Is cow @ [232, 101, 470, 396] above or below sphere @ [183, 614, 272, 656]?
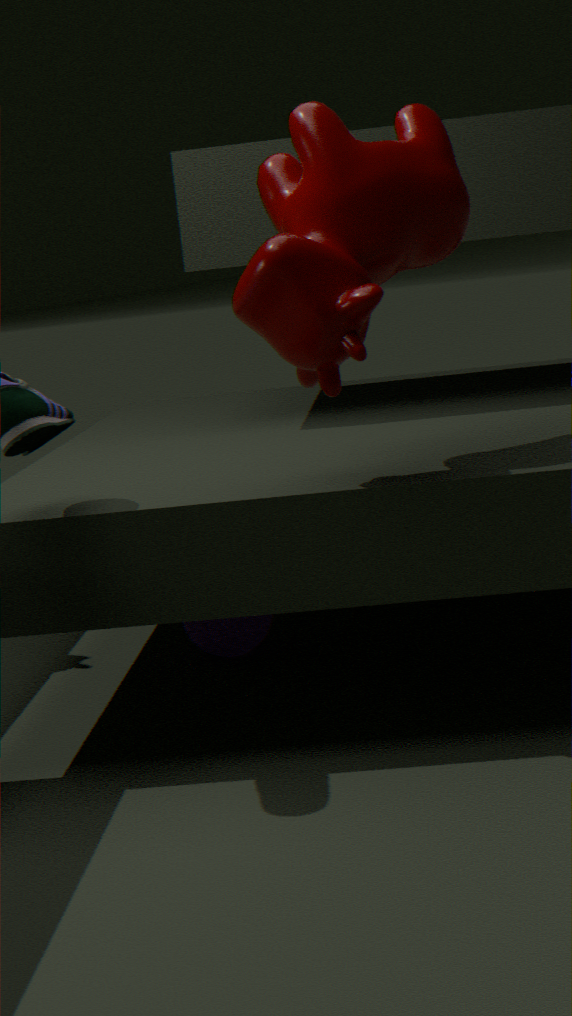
above
